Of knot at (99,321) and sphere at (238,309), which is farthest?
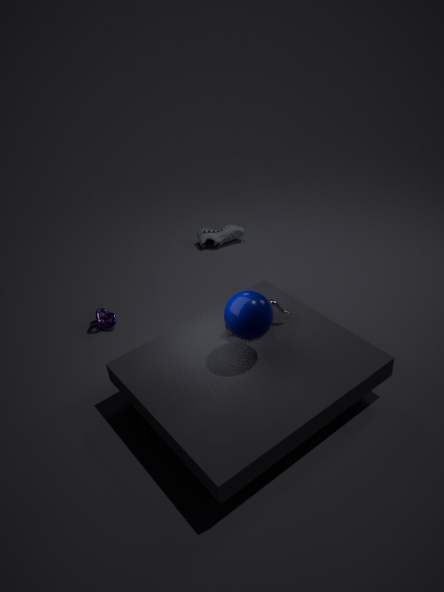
knot at (99,321)
